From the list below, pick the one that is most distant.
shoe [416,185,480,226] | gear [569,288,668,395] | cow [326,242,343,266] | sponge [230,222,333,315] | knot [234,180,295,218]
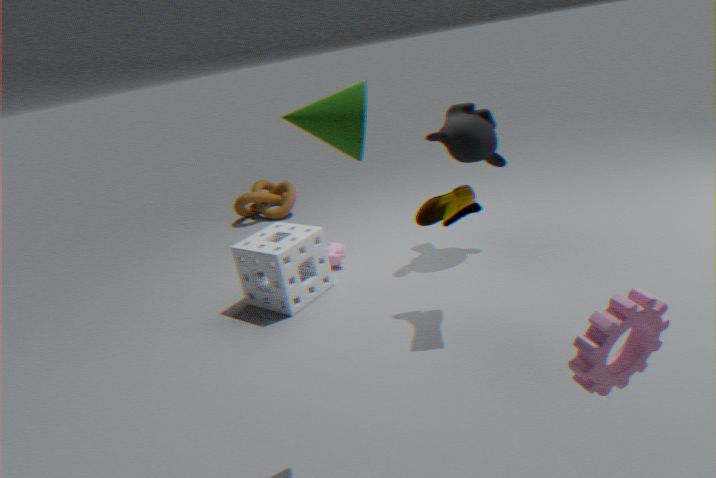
knot [234,180,295,218]
